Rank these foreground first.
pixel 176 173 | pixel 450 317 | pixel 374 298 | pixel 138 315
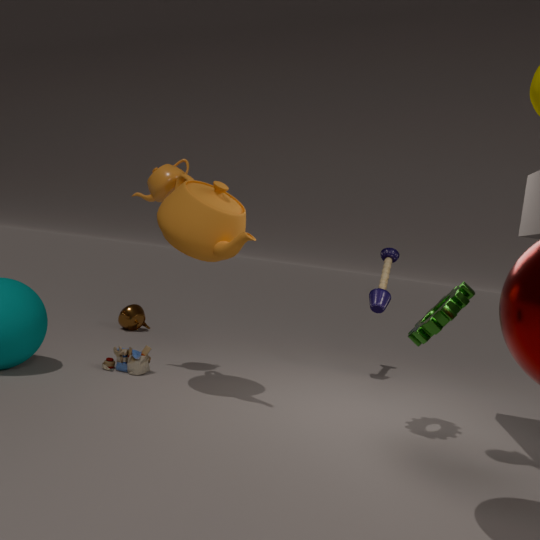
pixel 450 317
pixel 176 173
pixel 374 298
pixel 138 315
